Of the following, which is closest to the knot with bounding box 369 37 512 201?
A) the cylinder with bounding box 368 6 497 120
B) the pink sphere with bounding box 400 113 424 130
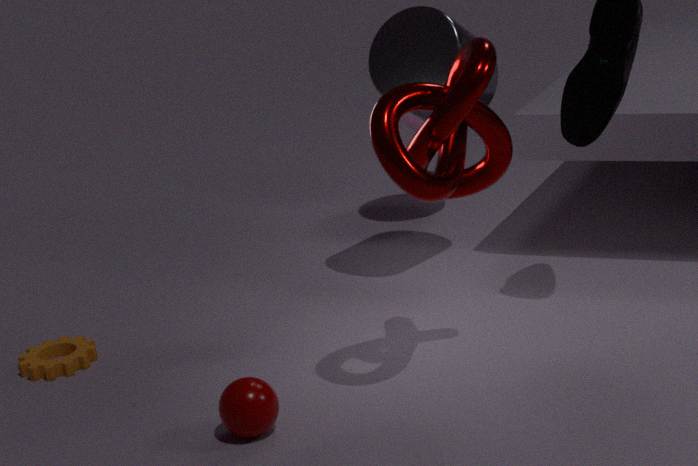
the cylinder with bounding box 368 6 497 120
